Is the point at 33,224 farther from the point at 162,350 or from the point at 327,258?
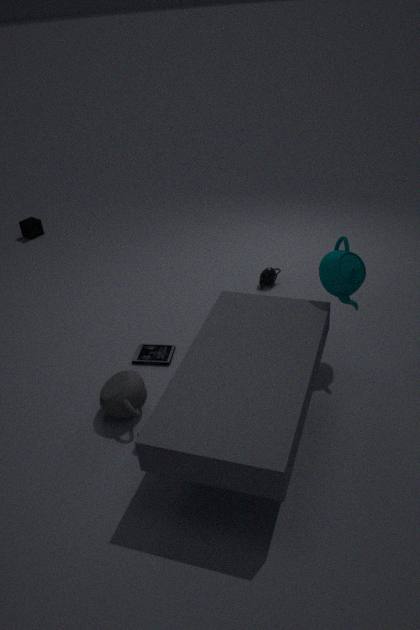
the point at 327,258
